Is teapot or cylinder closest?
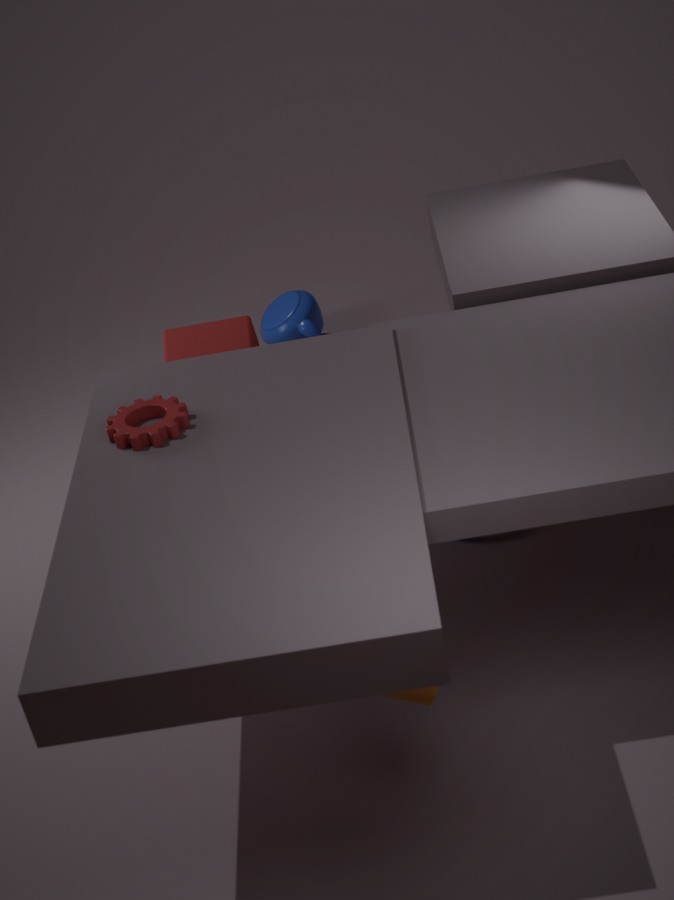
cylinder
